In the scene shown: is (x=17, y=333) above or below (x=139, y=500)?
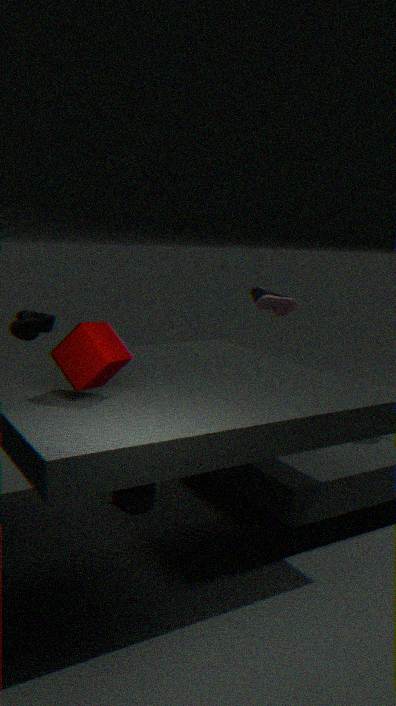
above
